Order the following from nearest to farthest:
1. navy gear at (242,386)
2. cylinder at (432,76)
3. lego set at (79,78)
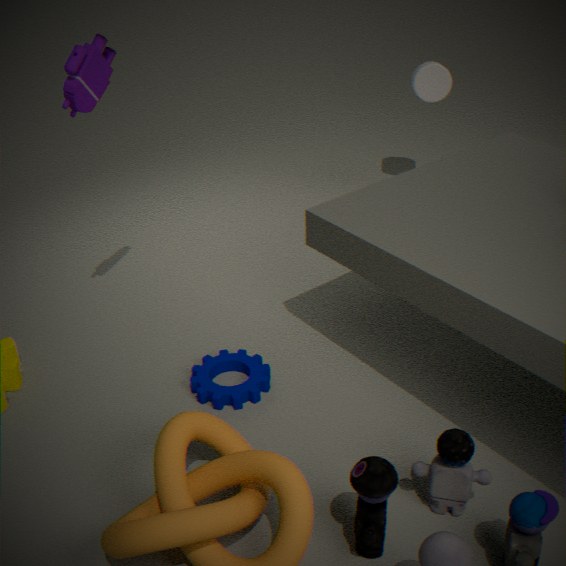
lego set at (79,78), navy gear at (242,386), cylinder at (432,76)
